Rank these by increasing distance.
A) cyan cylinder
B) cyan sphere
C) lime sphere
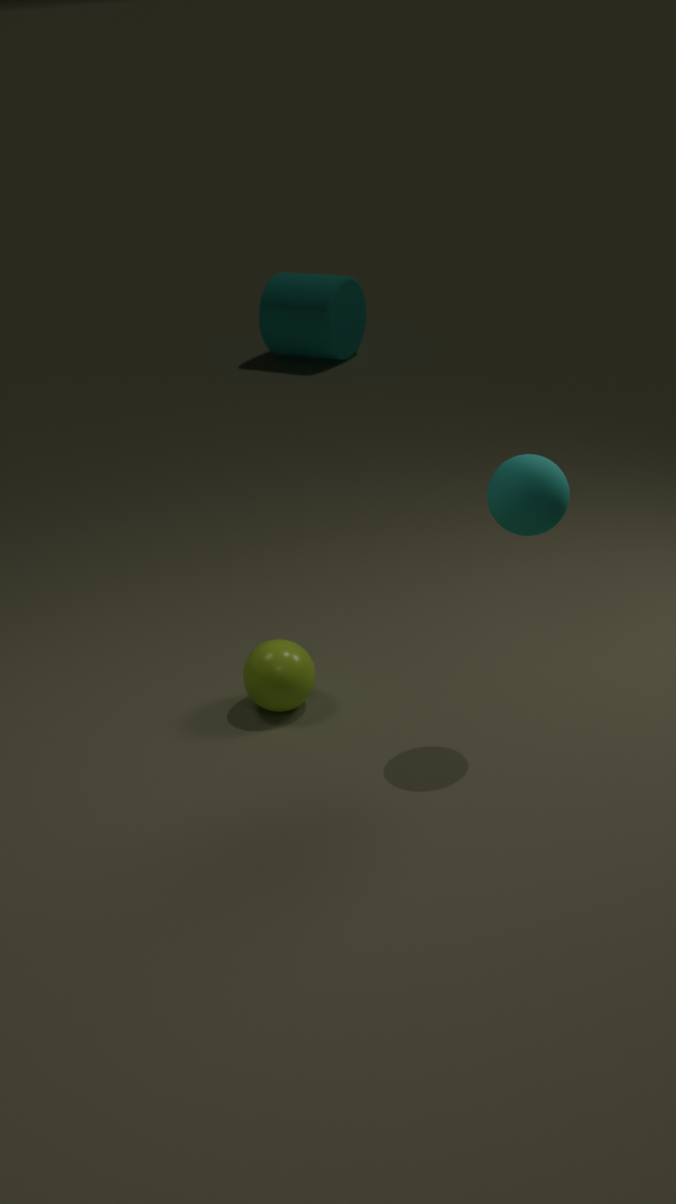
cyan sphere
lime sphere
cyan cylinder
